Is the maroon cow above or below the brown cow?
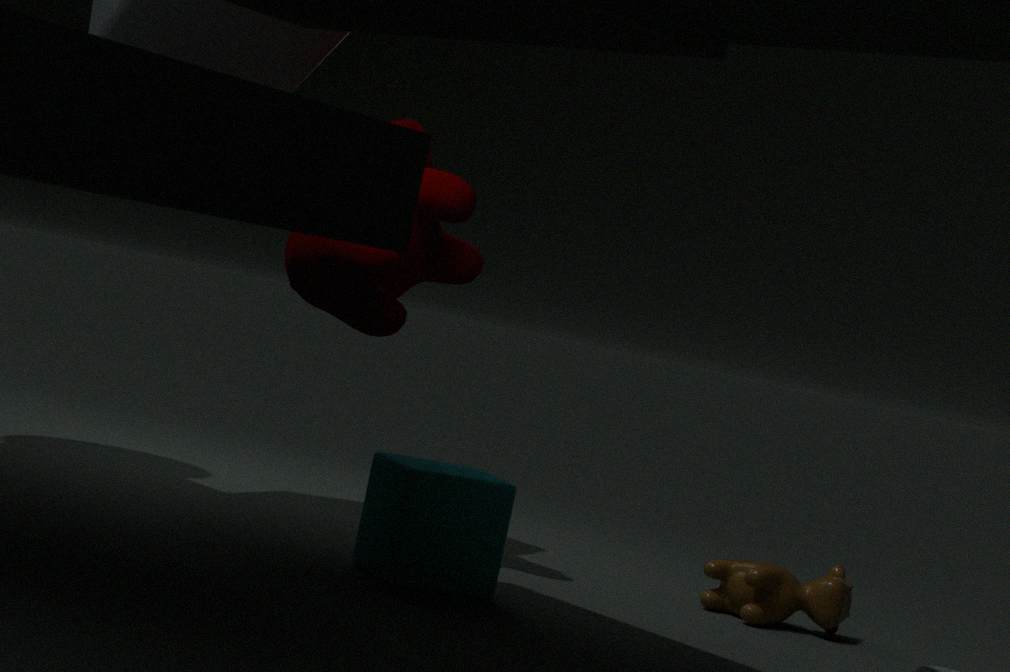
above
